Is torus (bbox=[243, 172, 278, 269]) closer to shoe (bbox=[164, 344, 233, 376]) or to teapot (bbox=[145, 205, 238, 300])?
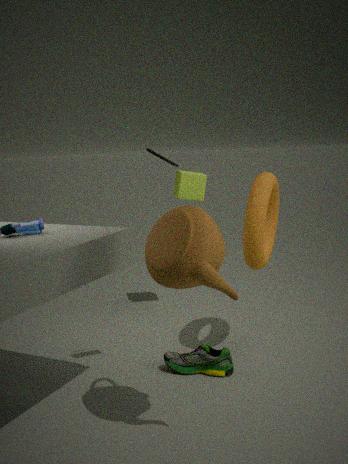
shoe (bbox=[164, 344, 233, 376])
